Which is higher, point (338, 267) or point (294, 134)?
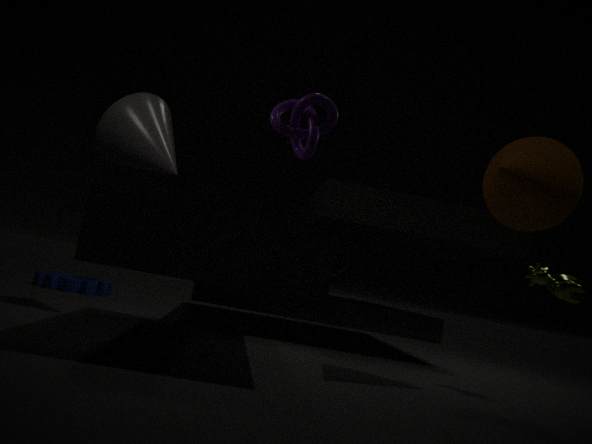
point (294, 134)
